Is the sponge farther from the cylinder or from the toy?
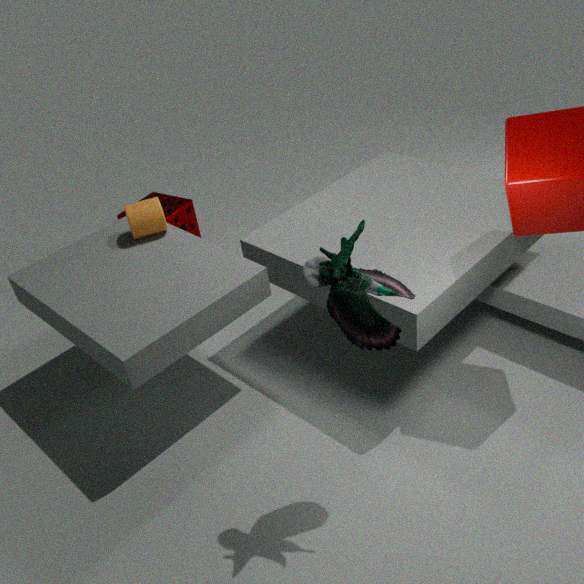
the toy
